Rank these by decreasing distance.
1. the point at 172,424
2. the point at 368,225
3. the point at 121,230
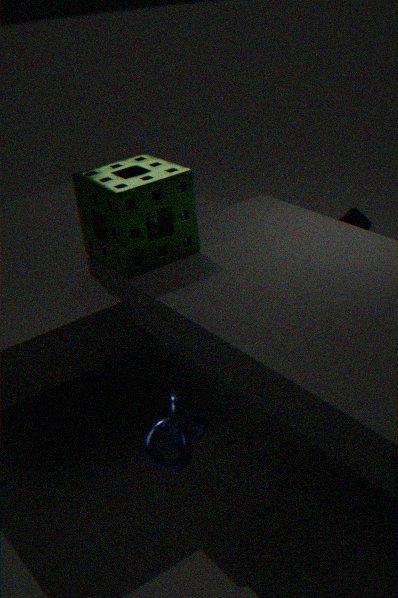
the point at 368,225 → the point at 121,230 → the point at 172,424
